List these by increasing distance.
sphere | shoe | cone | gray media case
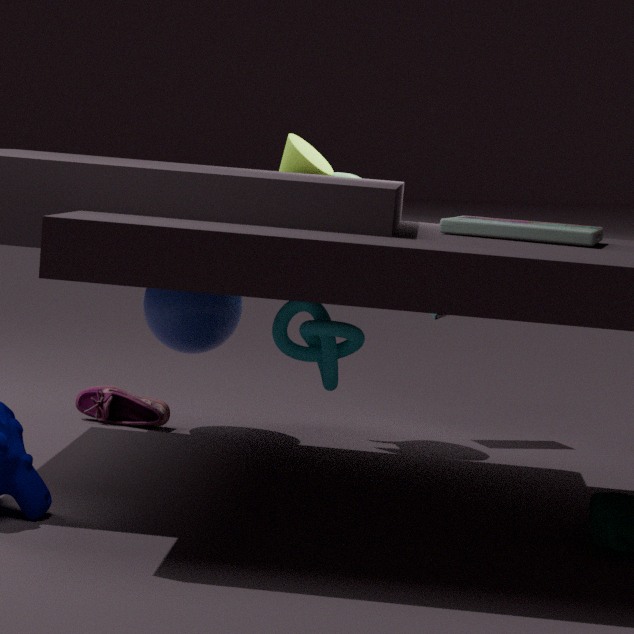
gray media case
sphere
cone
shoe
